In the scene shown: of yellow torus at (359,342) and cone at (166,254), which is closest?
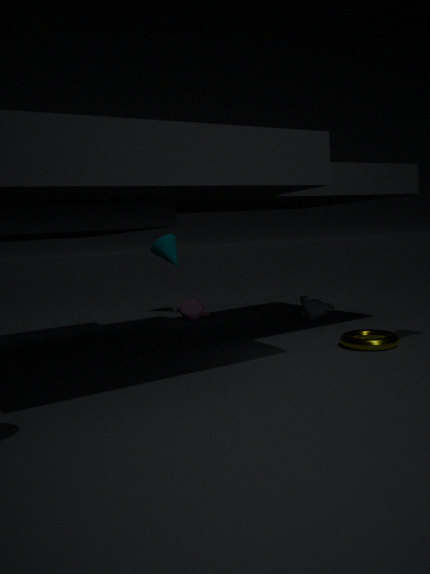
yellow torus at (359,342)
